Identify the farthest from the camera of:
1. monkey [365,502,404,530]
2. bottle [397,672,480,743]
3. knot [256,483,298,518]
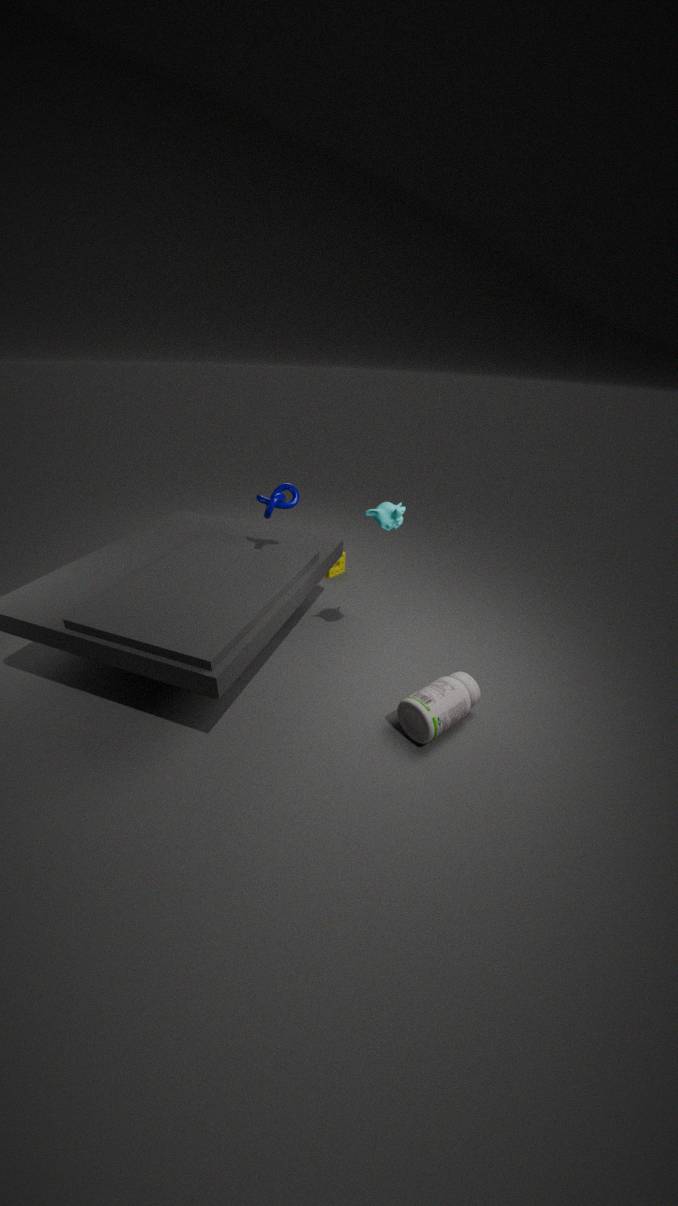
knot [256,483,298,518]
